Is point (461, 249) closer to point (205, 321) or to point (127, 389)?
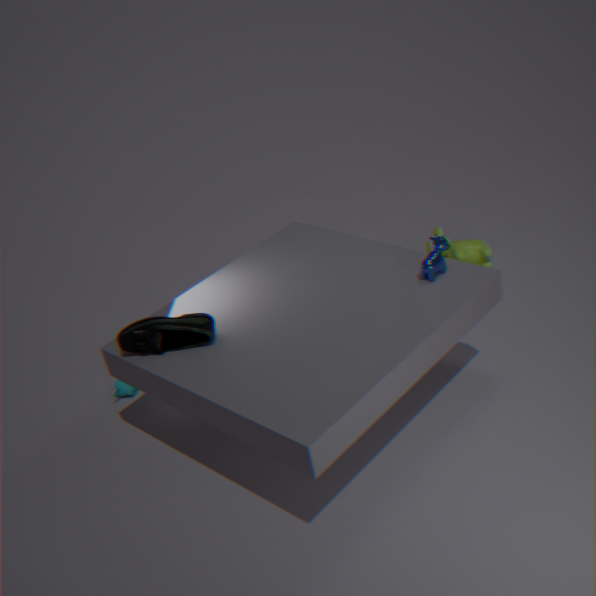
point (205, 321)
